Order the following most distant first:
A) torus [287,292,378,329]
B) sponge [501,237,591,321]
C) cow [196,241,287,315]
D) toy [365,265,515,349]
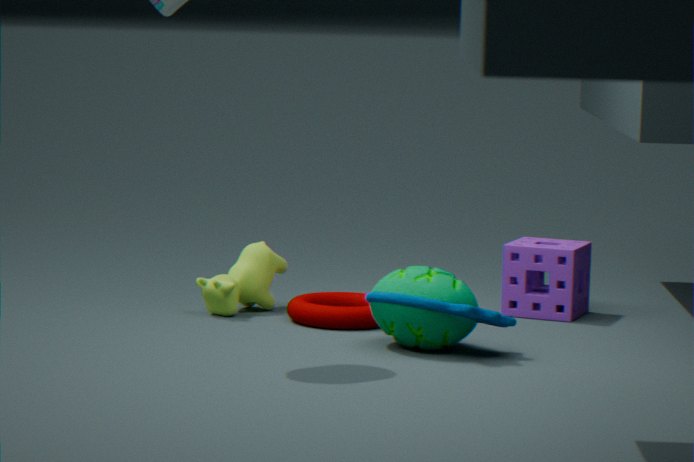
1. sponge [501,237,591,321]
2. cow [196,241,287,315]
3. torus [287,292,378,329]
4. toy [365,265,515,349]
